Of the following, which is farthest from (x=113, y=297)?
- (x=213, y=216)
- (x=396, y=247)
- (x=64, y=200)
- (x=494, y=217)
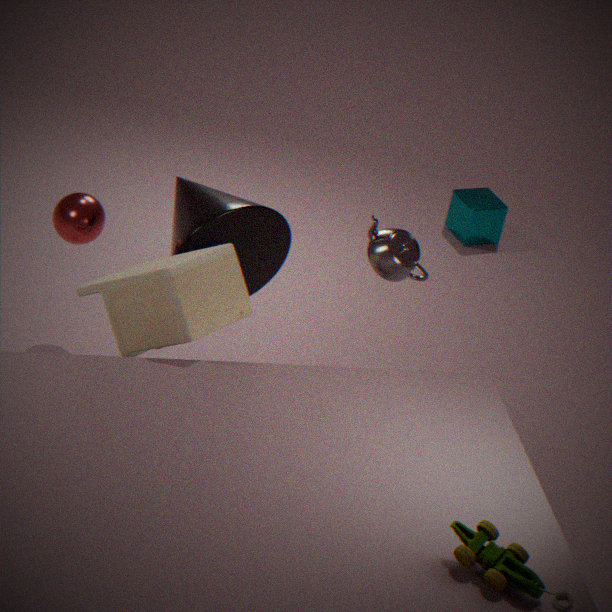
(x=494, y=217)
